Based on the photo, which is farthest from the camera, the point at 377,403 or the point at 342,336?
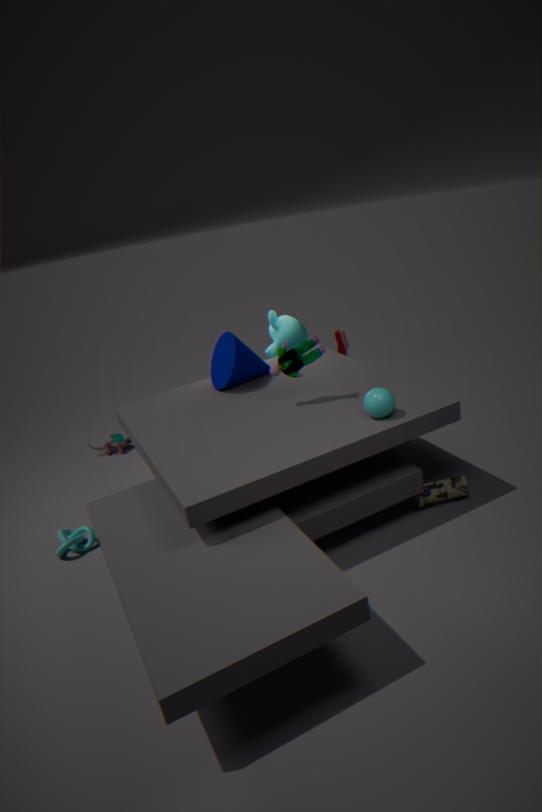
the point at 342,336
